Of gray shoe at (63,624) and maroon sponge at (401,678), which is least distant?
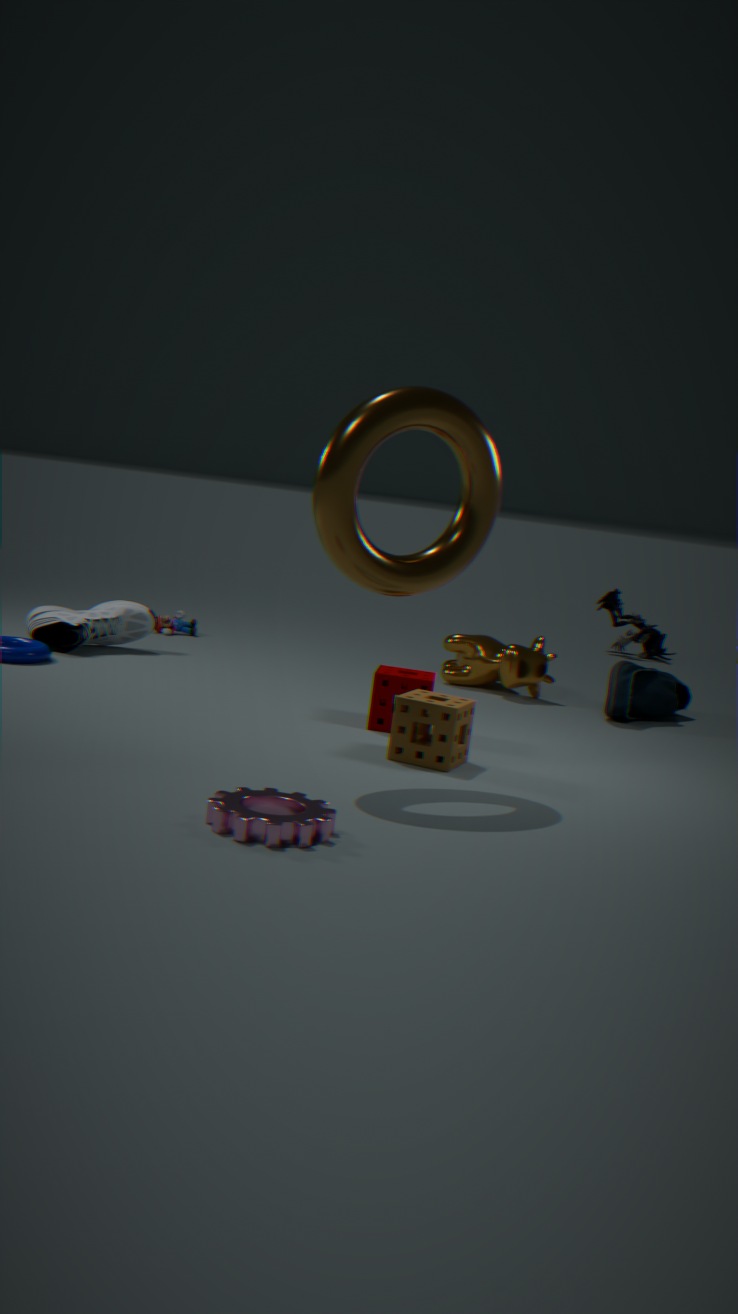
maroon sponge at (401,678)
